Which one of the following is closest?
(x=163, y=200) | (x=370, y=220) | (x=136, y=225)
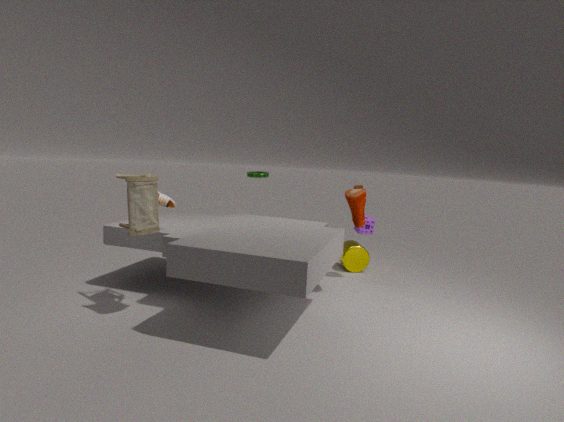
(x=136, y=225)
